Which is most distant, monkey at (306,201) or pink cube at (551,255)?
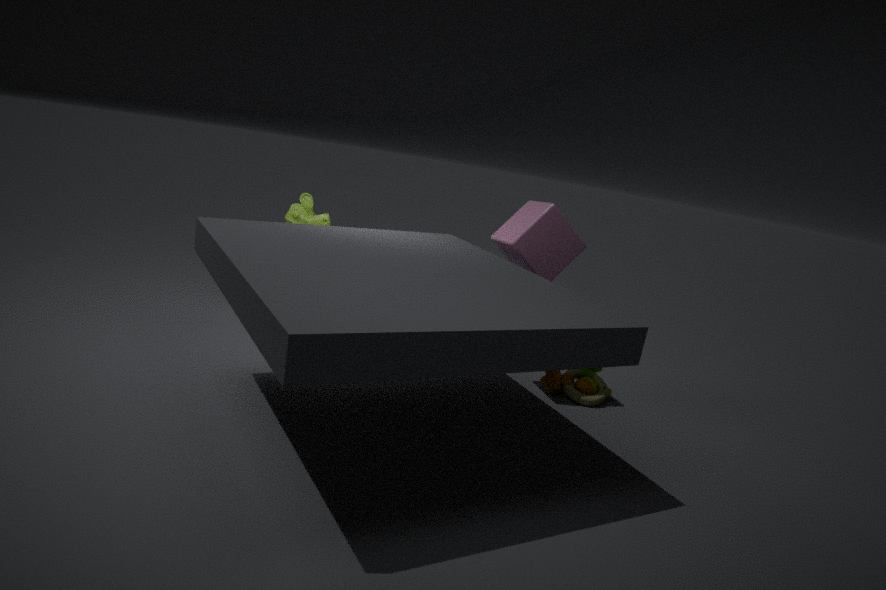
monkey at (306,201)
